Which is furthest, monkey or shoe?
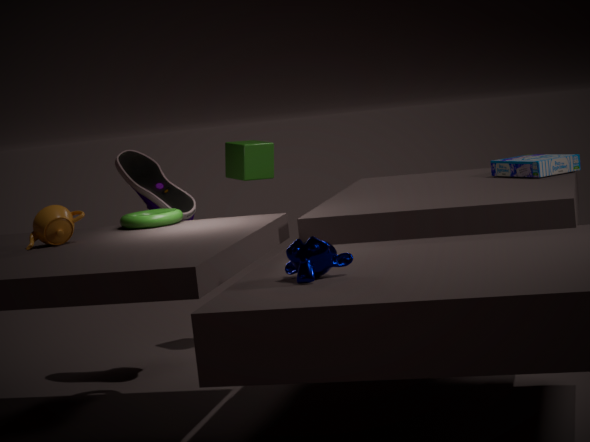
shoe
